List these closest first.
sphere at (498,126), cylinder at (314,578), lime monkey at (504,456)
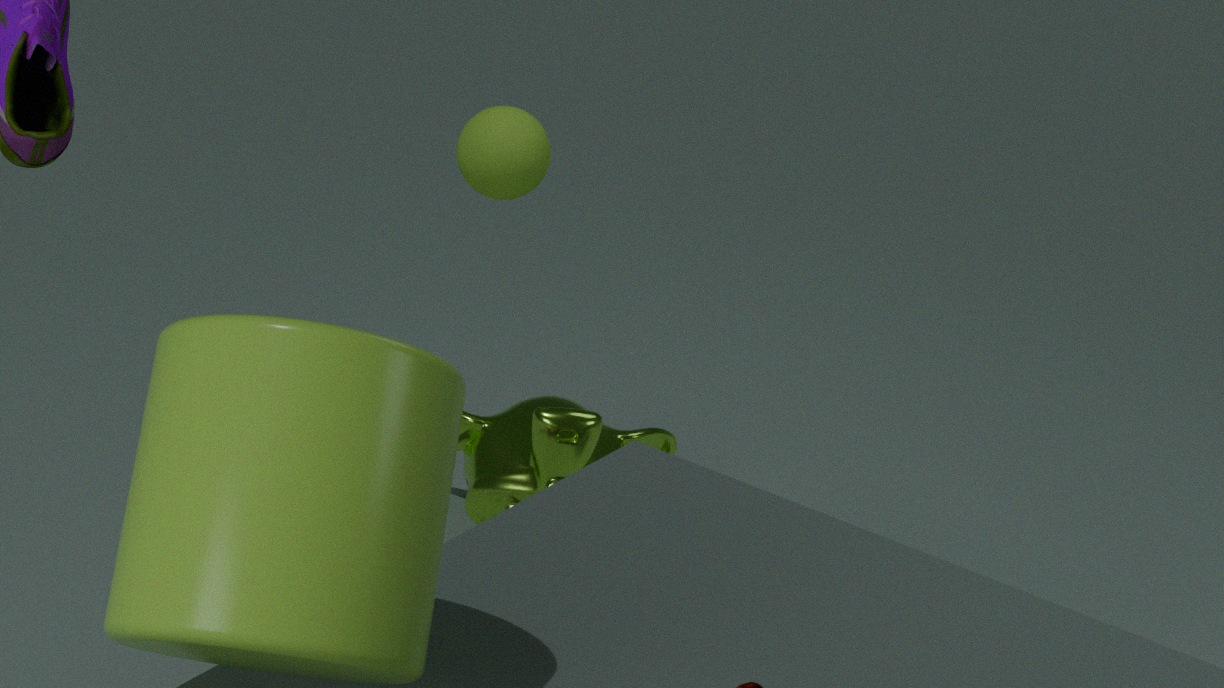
cylinder at (314,578) → lime monkey at (504,456) → sphere at (498,126)
